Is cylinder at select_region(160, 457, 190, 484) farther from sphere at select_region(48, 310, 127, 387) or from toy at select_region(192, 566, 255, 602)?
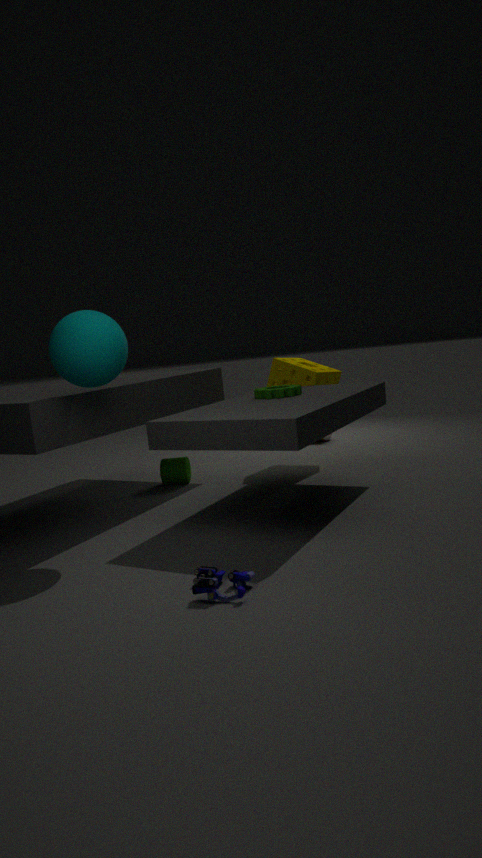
toy at select_region(192, 566, 255, 602)
